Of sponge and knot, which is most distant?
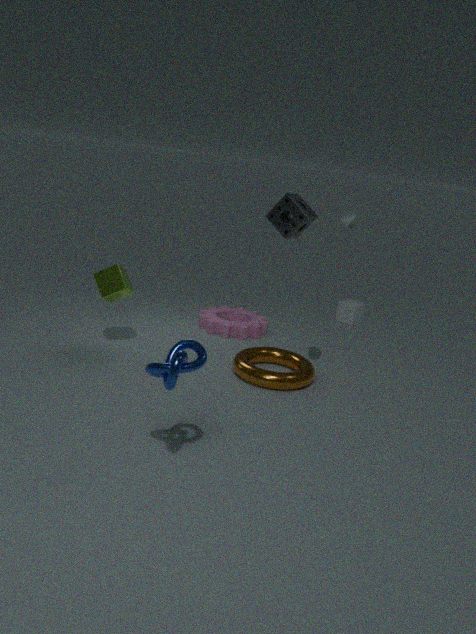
sponge
